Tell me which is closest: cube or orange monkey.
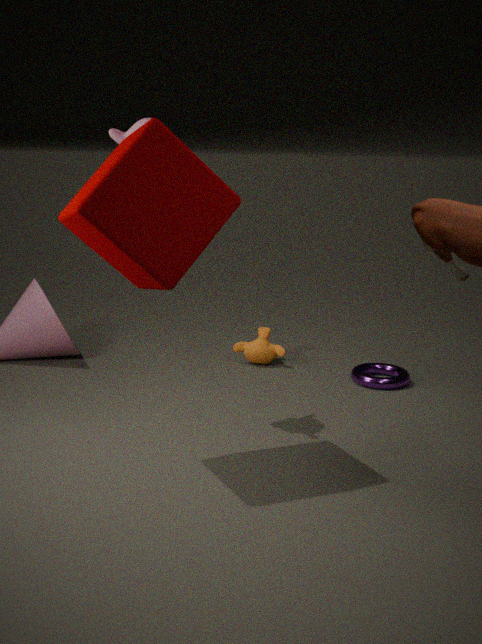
cube
